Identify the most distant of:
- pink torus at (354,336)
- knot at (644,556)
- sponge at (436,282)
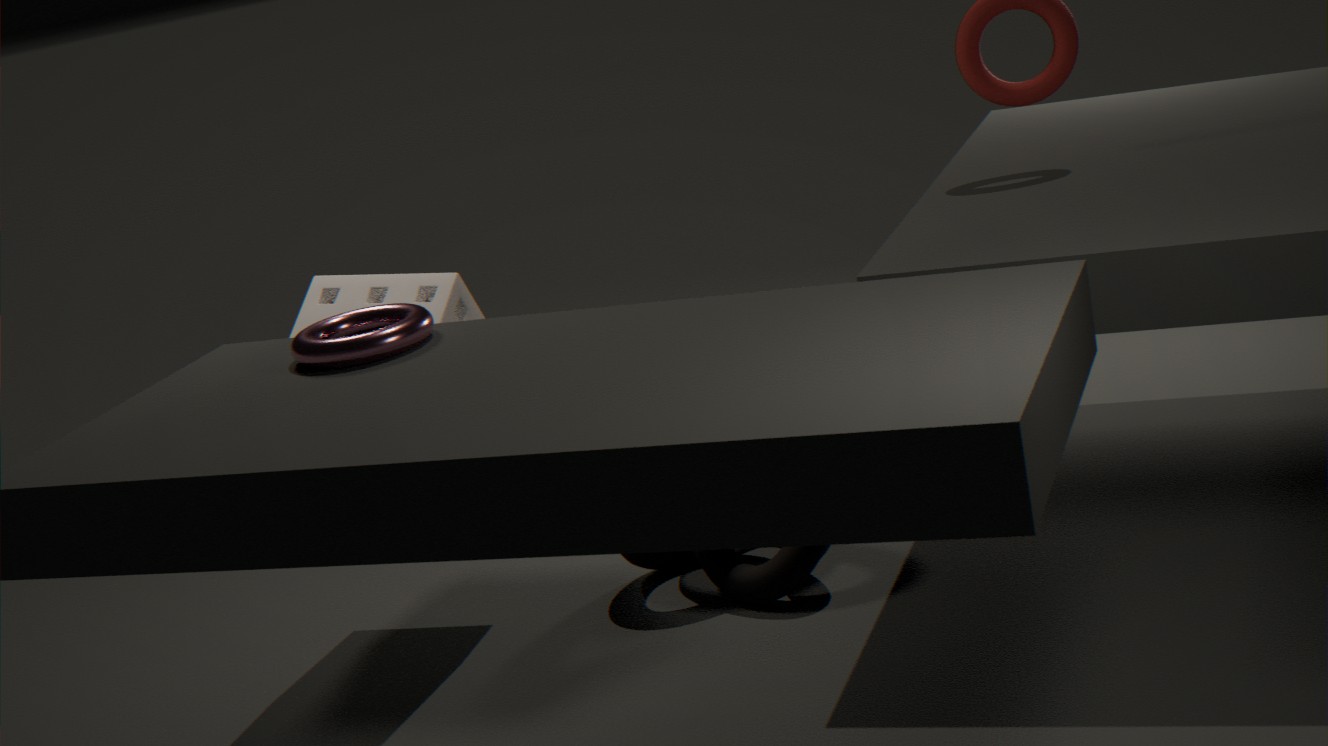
sponge at (436,282)
